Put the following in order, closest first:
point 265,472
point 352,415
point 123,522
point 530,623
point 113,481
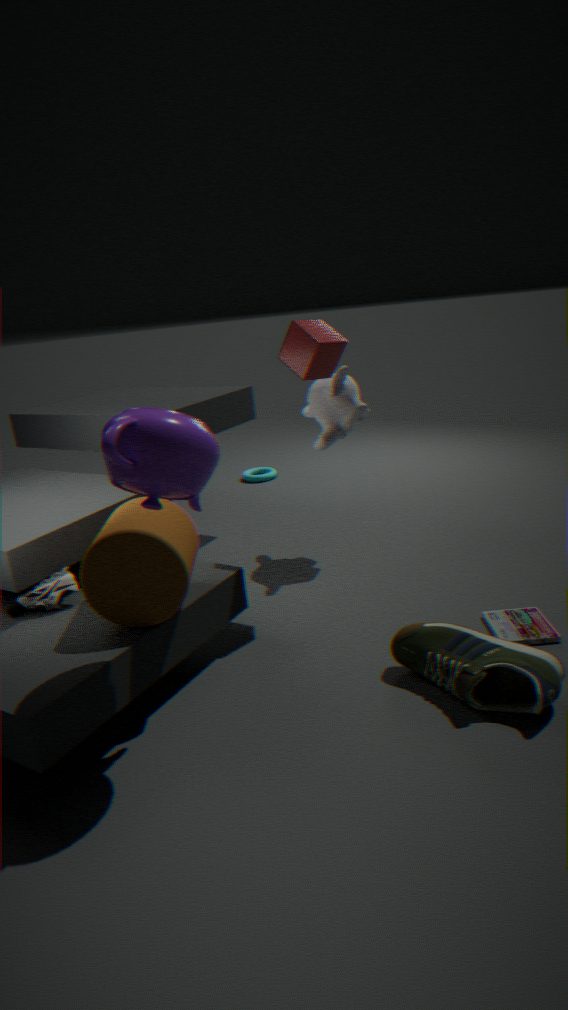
1. point 113,481
2. point 123,522
3. point 530,623
4. point 352,415
5. point 265,472
